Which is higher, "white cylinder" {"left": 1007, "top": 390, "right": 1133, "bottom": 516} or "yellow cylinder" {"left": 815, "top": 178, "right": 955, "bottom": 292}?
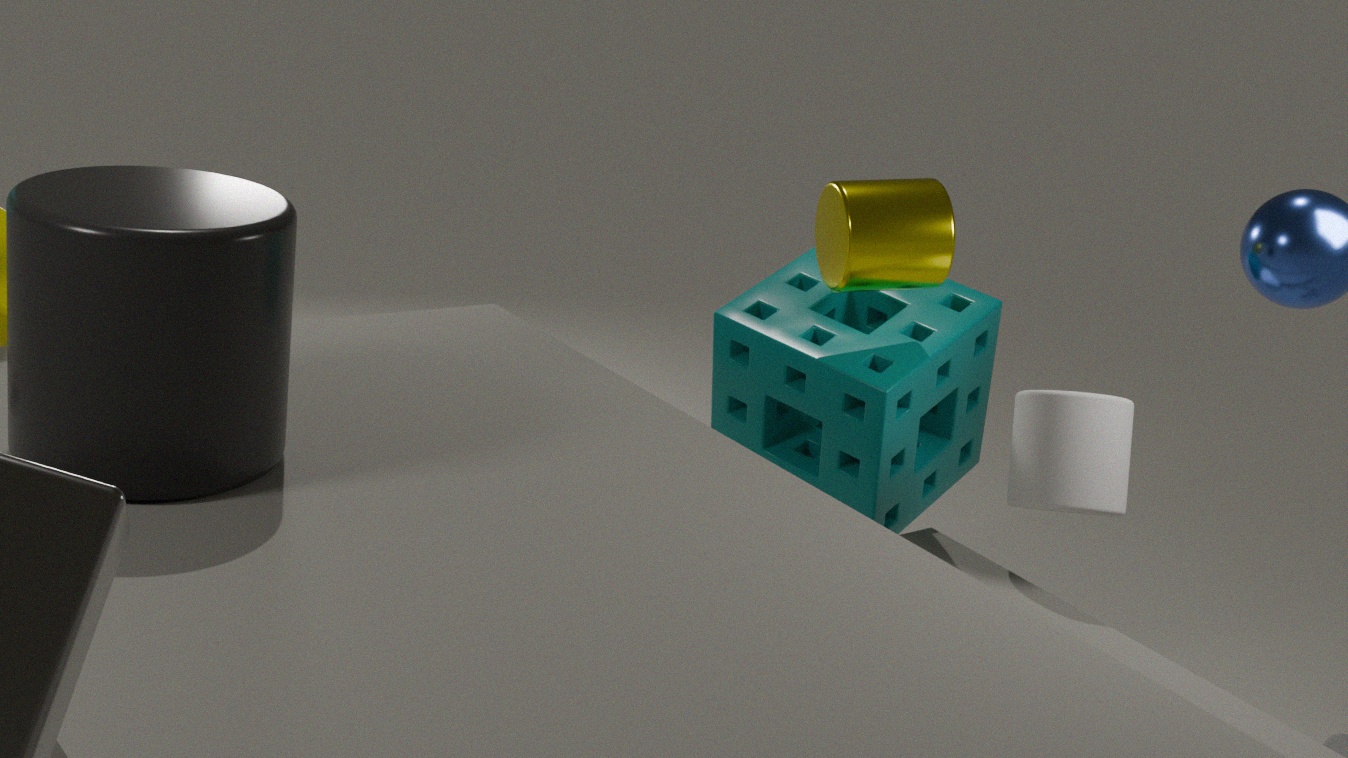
"yellow cylinder" {"left": 815, "top": 178, "right": 955, "bottom": 292}
